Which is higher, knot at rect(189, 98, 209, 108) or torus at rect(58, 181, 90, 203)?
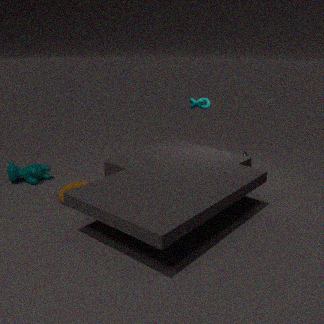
knot at rect(189, 98, 209, 108)
